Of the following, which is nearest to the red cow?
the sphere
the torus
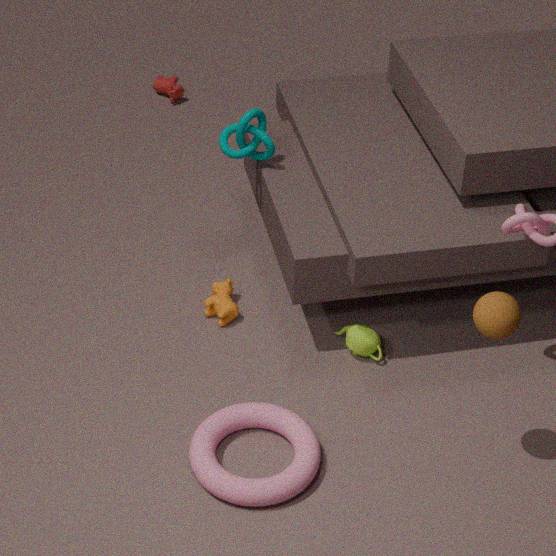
the torus
